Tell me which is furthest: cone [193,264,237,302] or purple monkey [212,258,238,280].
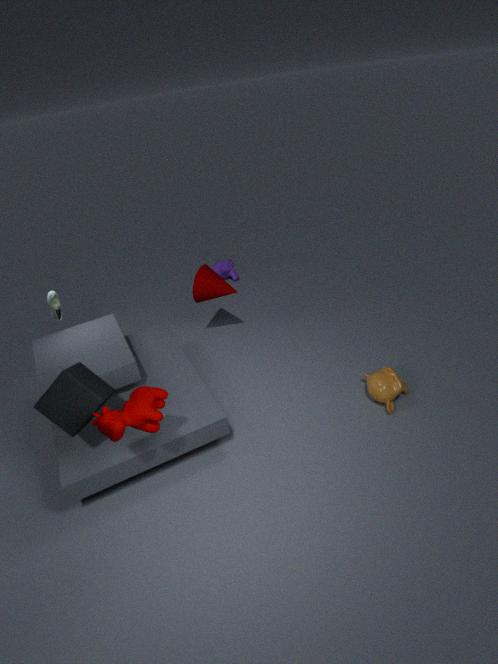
purple monkey [212,258,238,280]
